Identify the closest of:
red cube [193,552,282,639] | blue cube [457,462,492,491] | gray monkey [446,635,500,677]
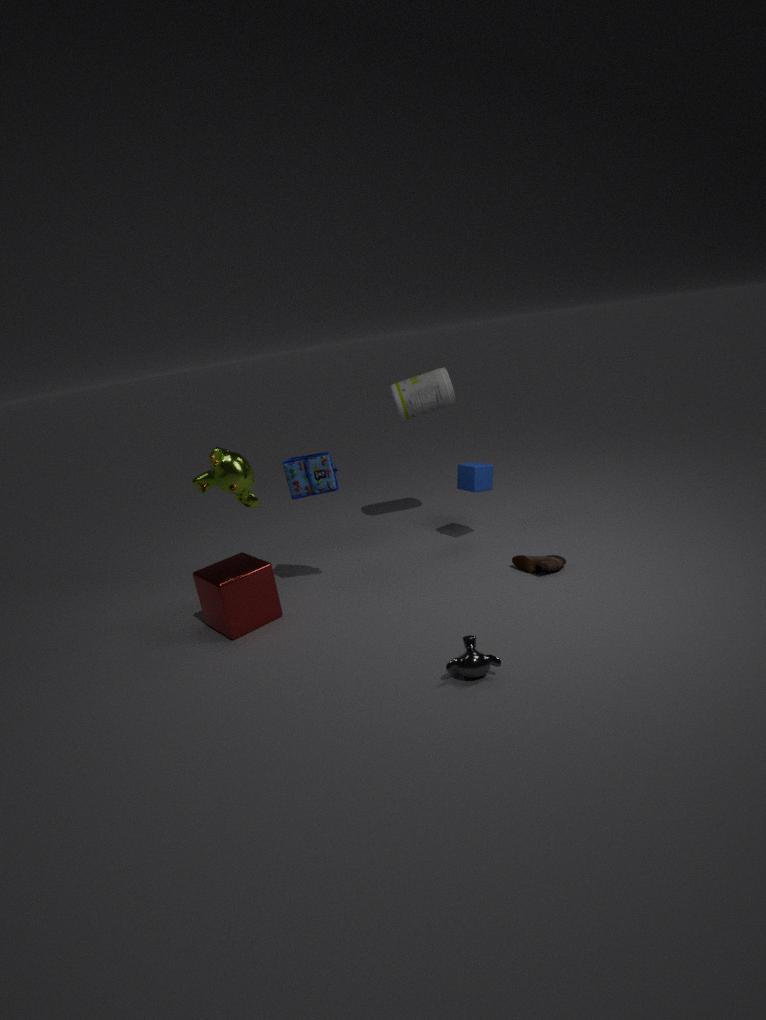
gray monkey [446,635,500,677]
